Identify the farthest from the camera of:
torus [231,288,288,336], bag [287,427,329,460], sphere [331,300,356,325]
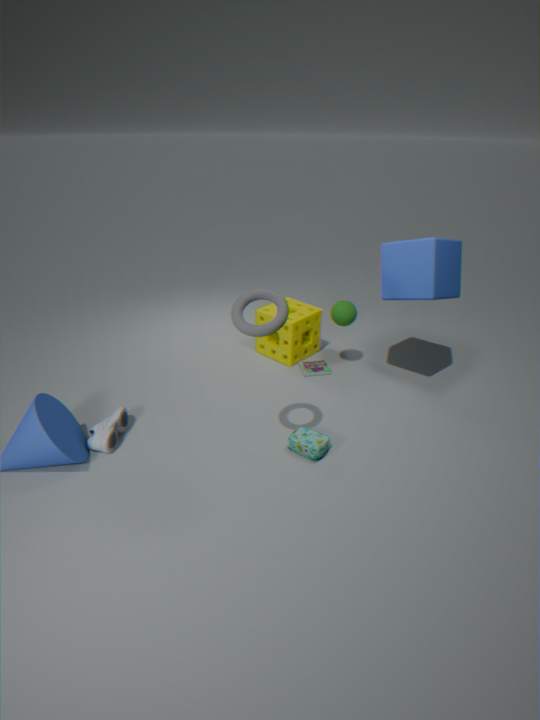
sphere [331,300,356,325]
